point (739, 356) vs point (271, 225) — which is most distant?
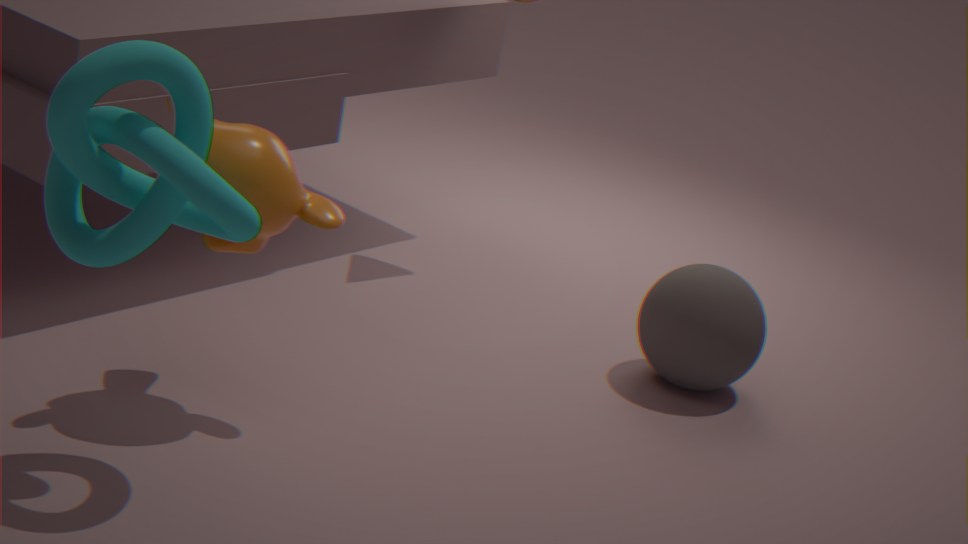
point (739, 356)
